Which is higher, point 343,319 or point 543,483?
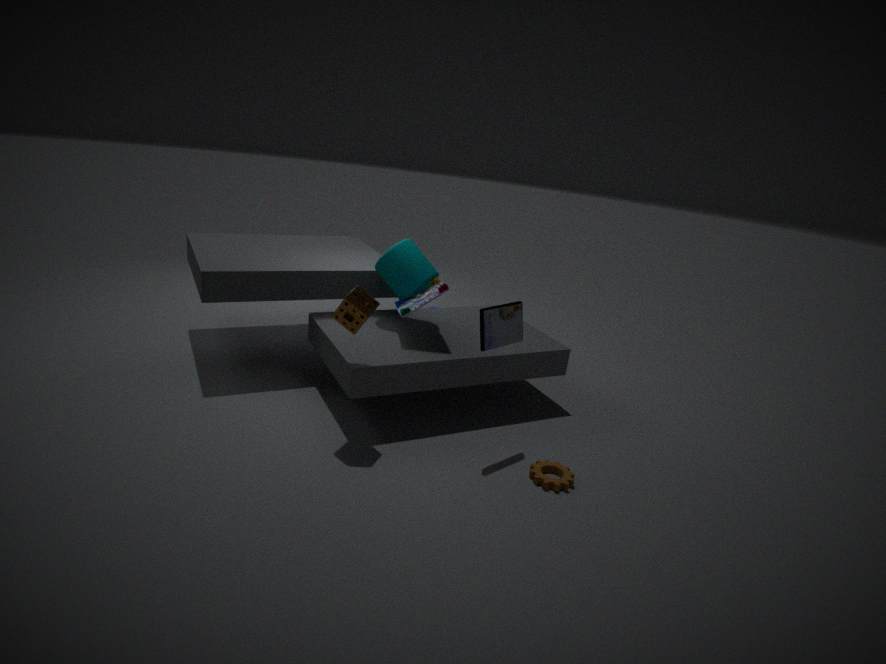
point 343,319
